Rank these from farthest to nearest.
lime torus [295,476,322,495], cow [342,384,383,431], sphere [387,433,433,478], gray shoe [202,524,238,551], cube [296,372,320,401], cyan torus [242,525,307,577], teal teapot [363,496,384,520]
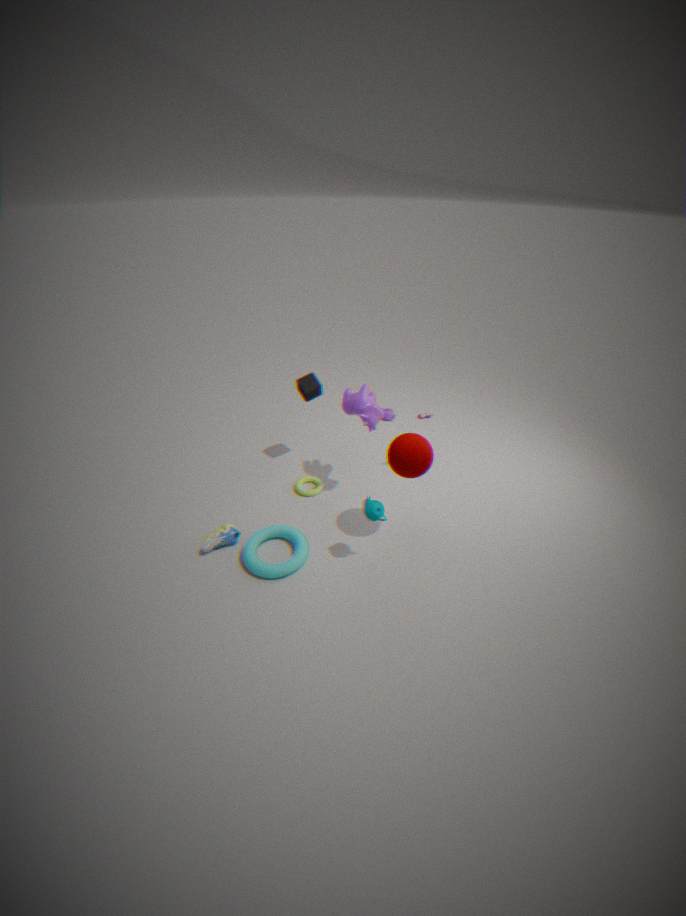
lime torus [295,476,322,495] → cube [296,372,320,401] → cow [342,384,383,431] → gray shoe [202,524,238,551] → cyan torus [242,525,307,577] → teal teapot [363,496,384,520] → sphere [387,433,433,478]
